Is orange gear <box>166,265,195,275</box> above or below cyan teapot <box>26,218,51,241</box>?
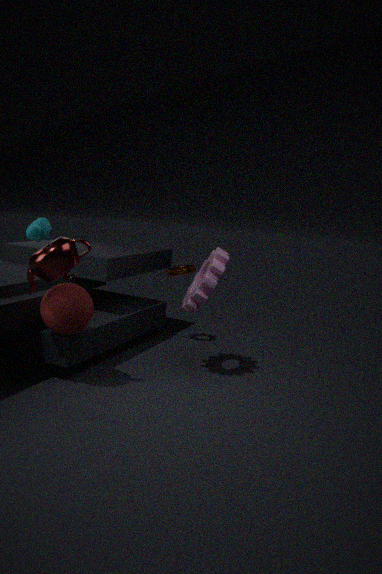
below
